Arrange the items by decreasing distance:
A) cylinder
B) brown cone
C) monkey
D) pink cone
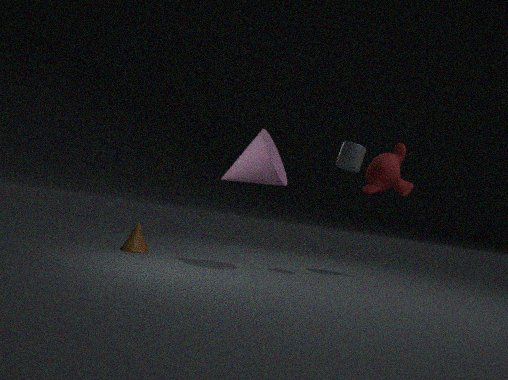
monkey
brown cone
cylinder
pink cone
